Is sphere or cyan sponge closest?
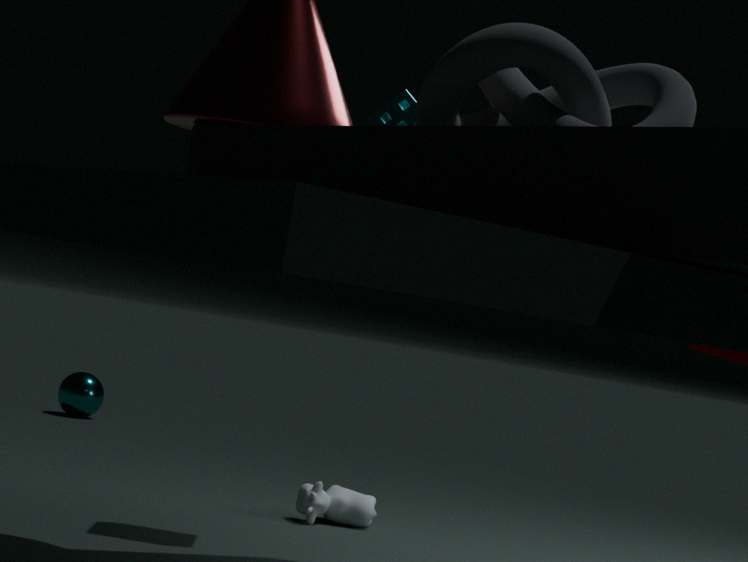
cyan sponge
